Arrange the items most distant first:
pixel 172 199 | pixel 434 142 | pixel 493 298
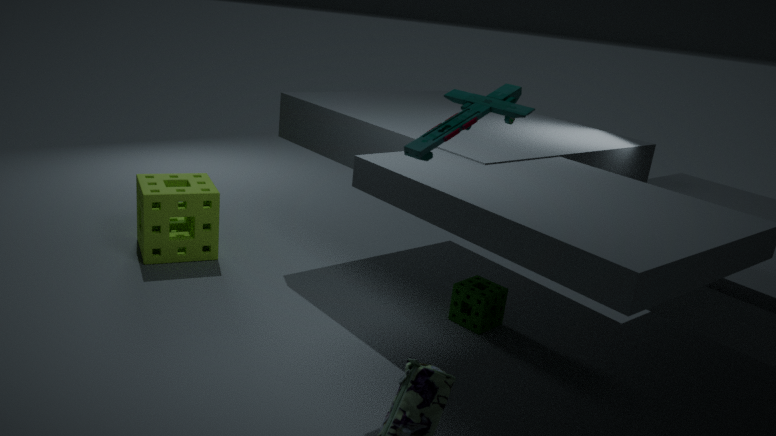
pixel 172 199 < pixel 493 298 < pixel 434 142
